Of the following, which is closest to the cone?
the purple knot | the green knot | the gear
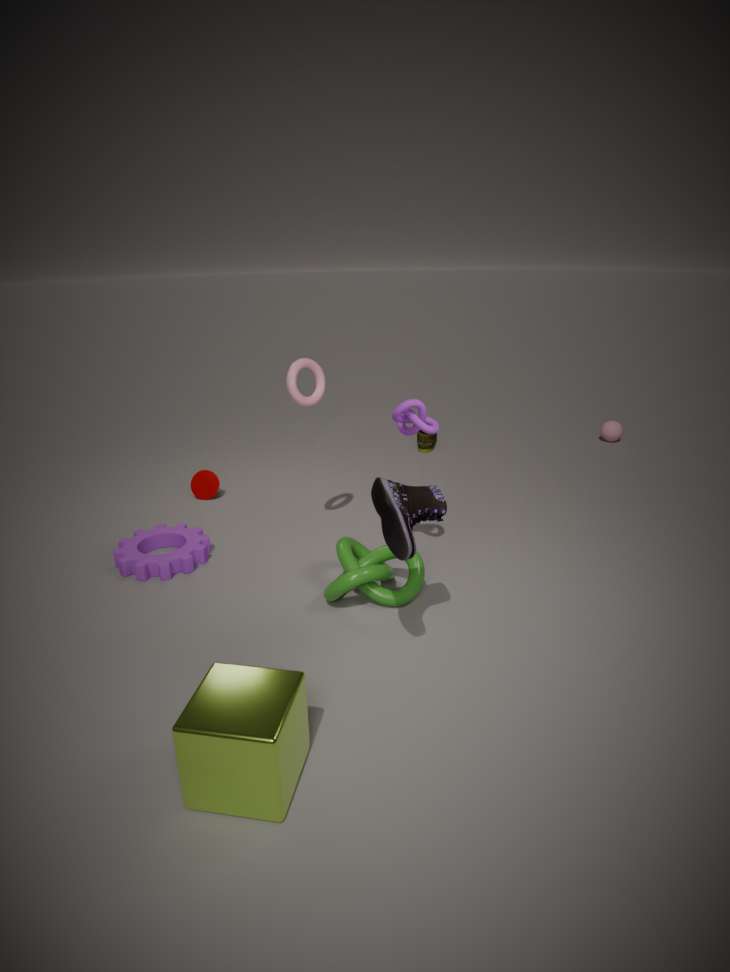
the gear
